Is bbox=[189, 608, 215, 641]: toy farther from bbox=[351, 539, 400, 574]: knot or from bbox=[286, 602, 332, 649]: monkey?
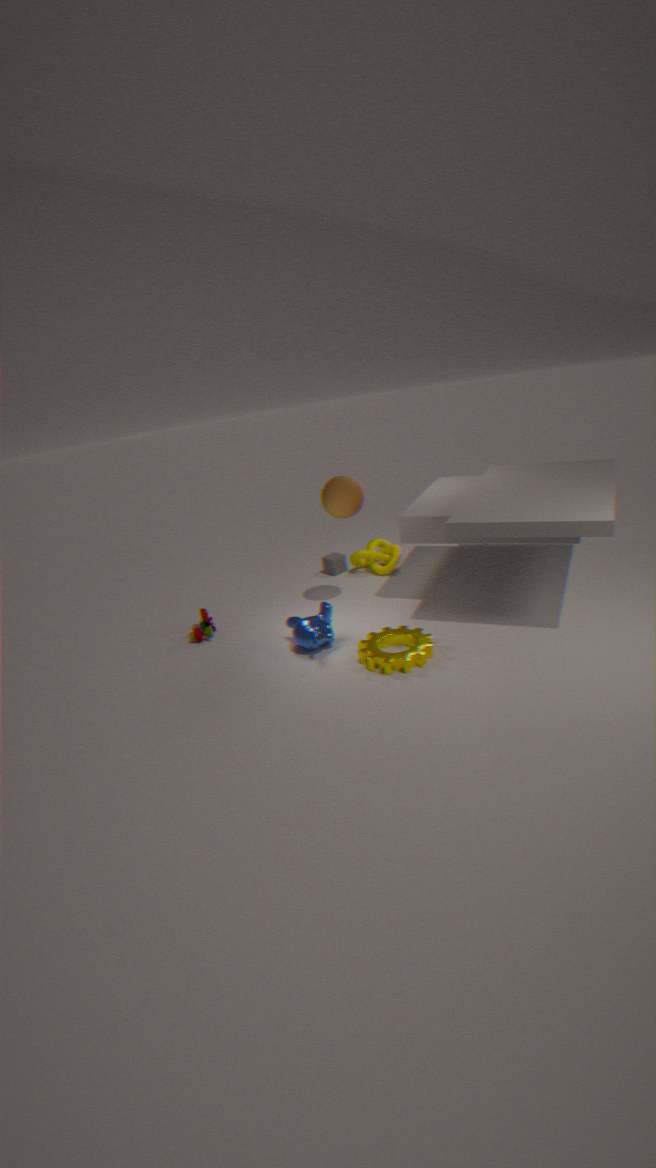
bbox=[351, 539, 400, 574]: knot
